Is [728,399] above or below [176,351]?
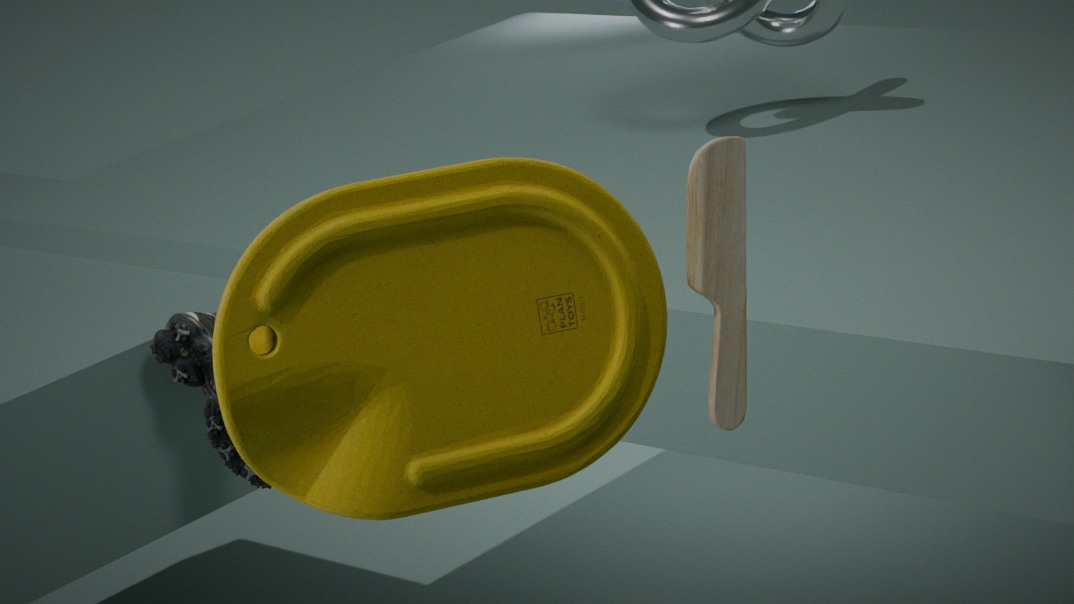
above
